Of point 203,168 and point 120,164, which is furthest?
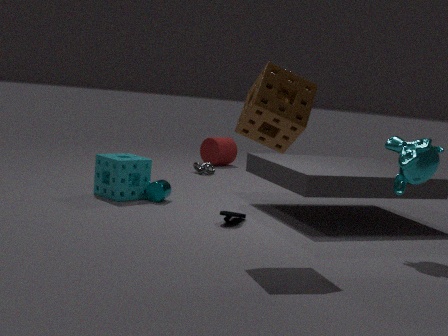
point 203,168
